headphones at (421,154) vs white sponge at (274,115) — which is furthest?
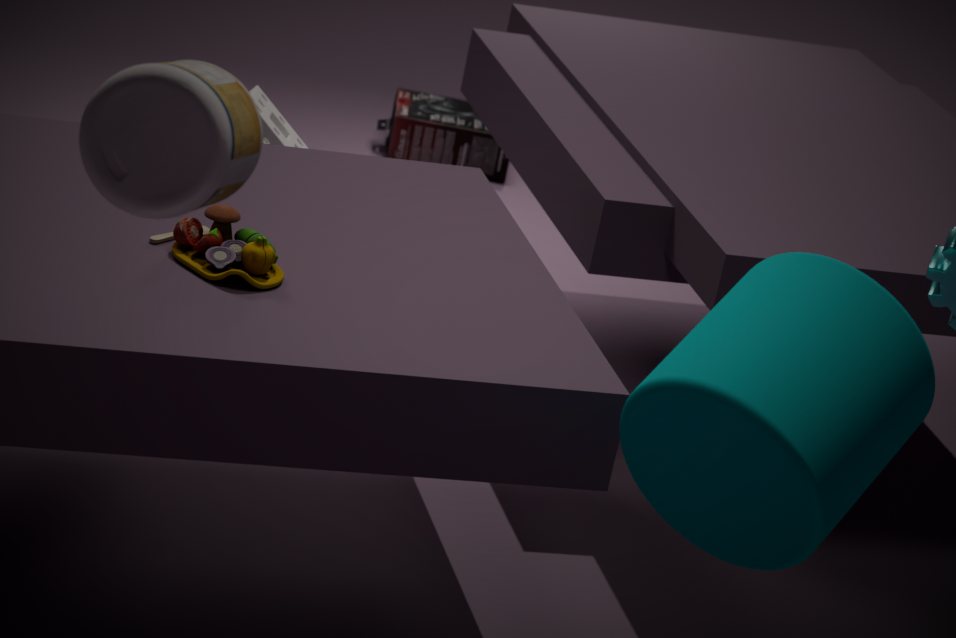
headphones at (421,154)
